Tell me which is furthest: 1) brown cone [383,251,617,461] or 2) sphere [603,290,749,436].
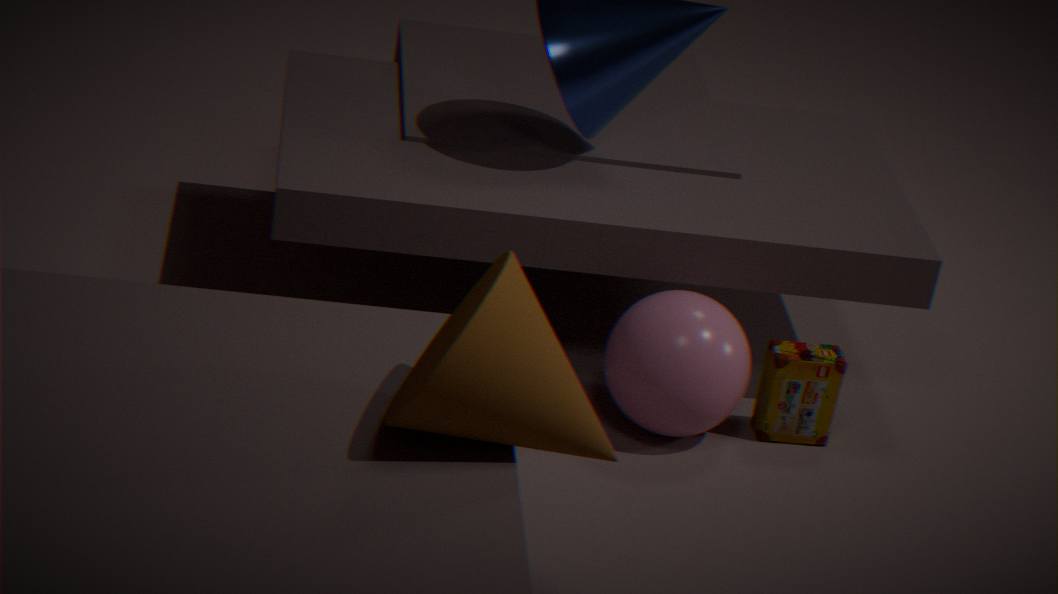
2. sphere [603,290,749,436]
